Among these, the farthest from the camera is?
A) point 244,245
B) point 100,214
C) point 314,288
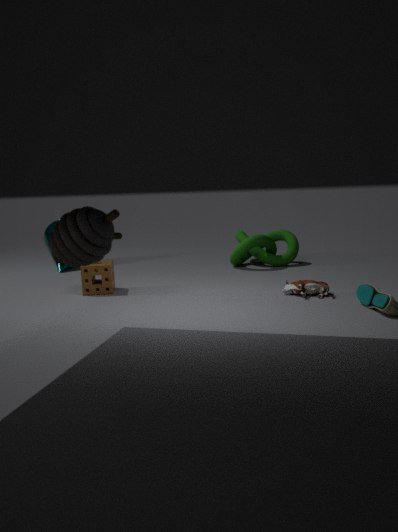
point 244,245
